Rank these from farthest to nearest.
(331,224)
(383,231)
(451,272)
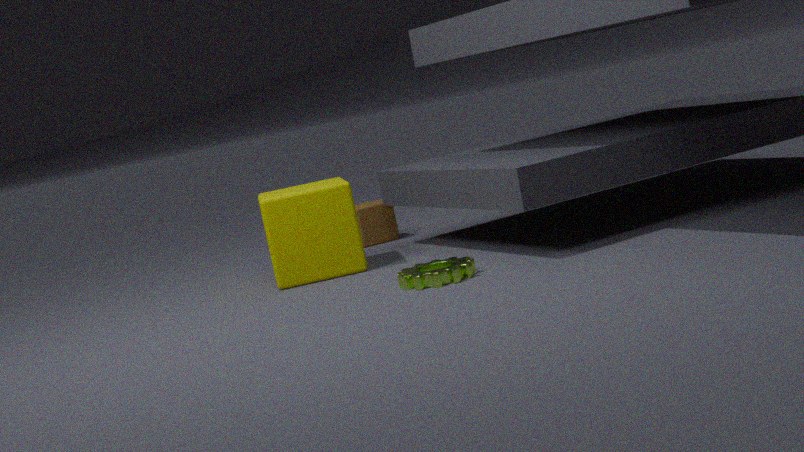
(383,231) < (331,224) < (451,272)
